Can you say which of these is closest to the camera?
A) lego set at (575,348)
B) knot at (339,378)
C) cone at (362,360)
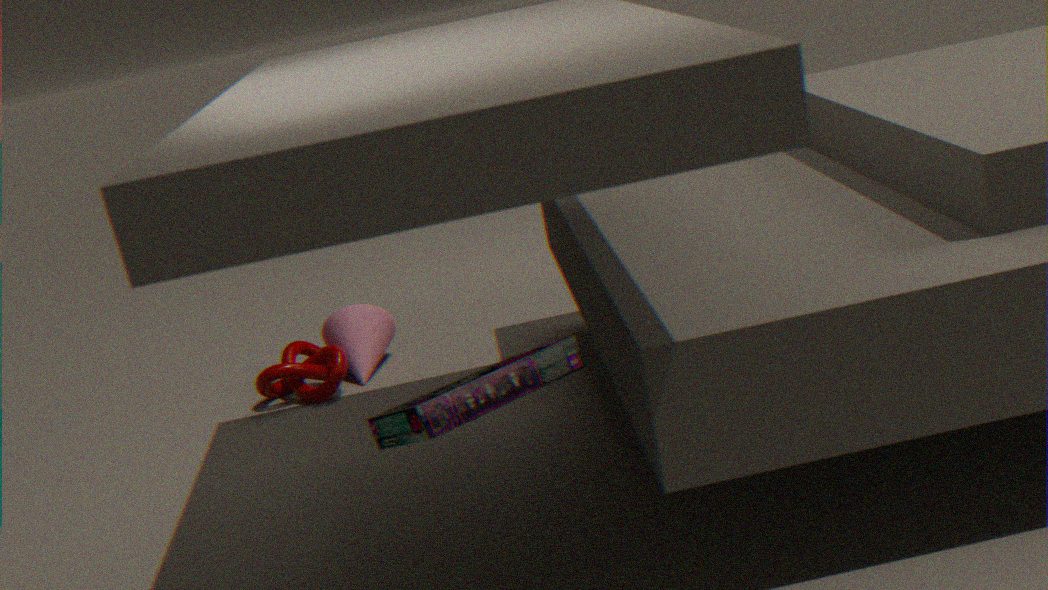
lego set at (575,348)
